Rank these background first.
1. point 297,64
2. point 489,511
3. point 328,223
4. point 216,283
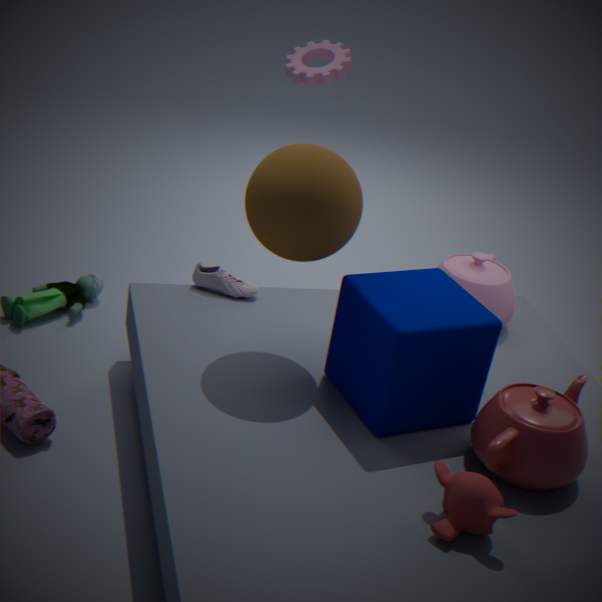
point 297,64, point 216,283, point 328,223, point 489,511
